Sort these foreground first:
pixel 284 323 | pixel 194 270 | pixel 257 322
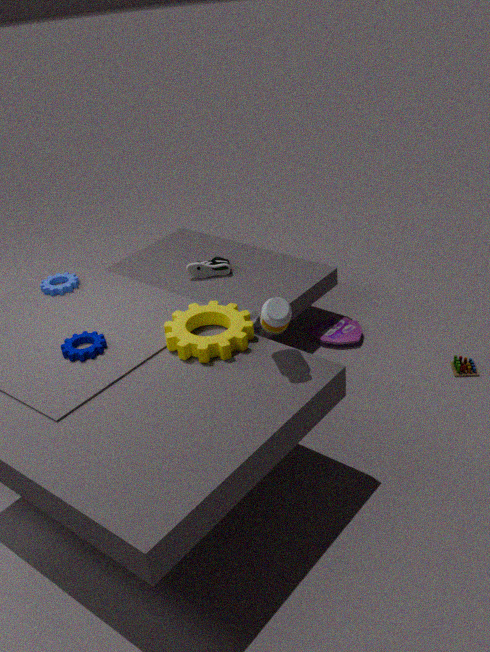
pixel 284 323
pixel 257 322
pixel 194 270
